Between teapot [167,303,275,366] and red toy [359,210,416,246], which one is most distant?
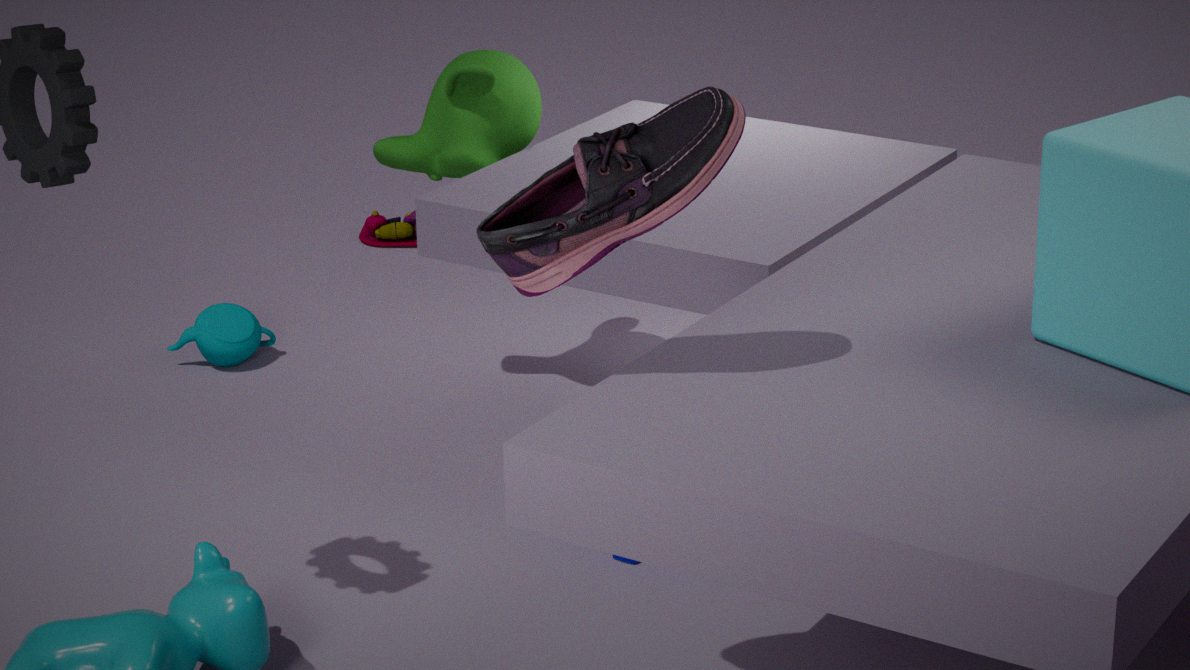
red toy [359,210,416,246]
